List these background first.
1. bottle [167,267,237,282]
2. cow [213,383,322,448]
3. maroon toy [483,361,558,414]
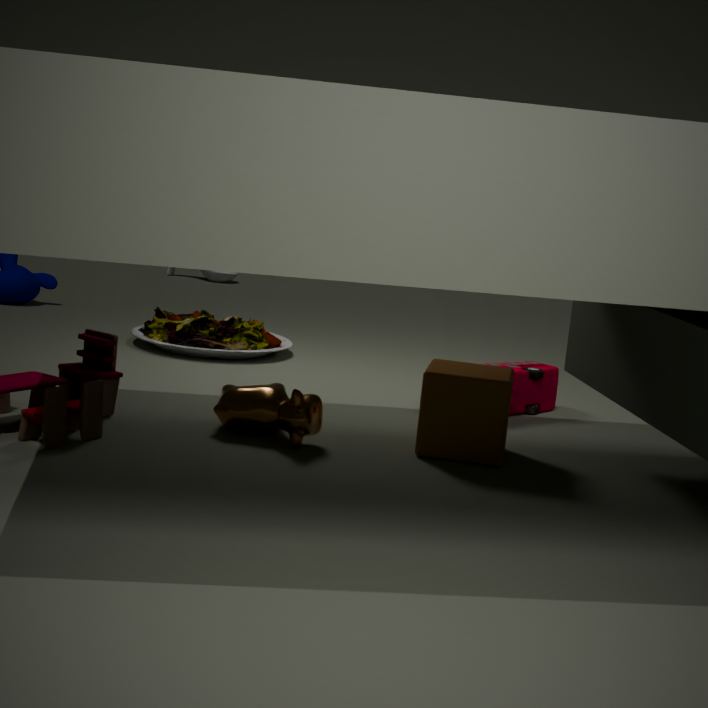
bottle [167,267,237,282]
maroon toy [483,361,558,414]
cow [213,383,322,448]
